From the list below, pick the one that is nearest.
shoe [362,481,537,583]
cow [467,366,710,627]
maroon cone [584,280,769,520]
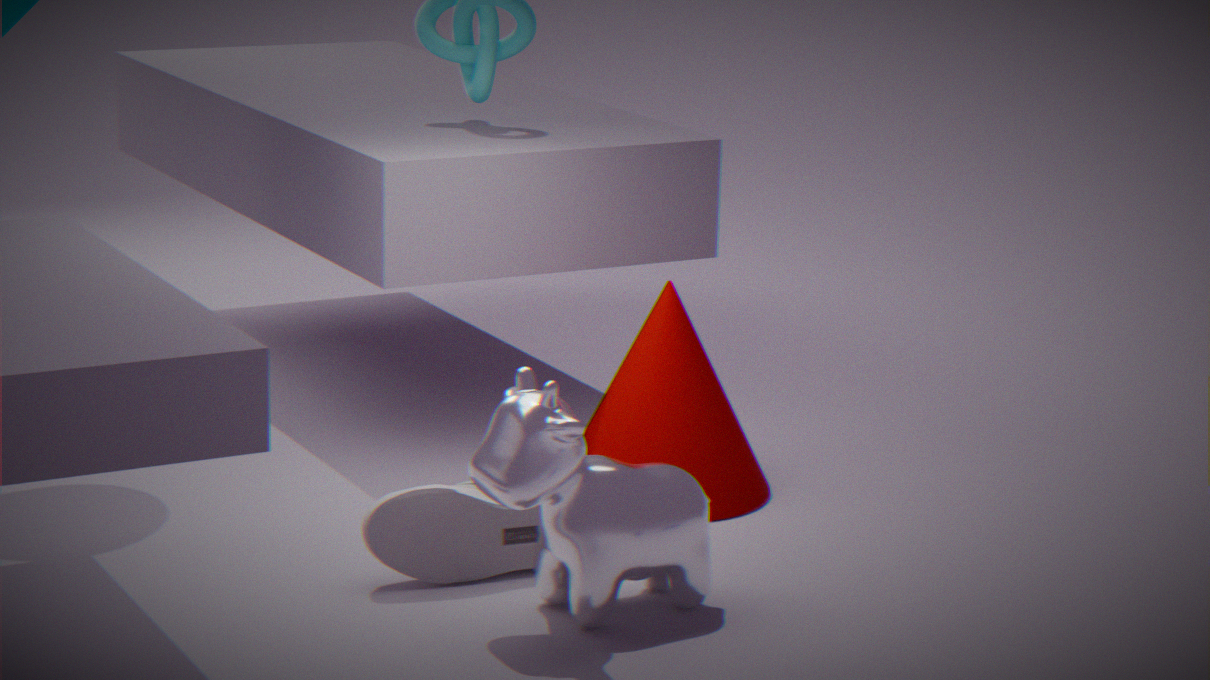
cow [467,366,710,627]
